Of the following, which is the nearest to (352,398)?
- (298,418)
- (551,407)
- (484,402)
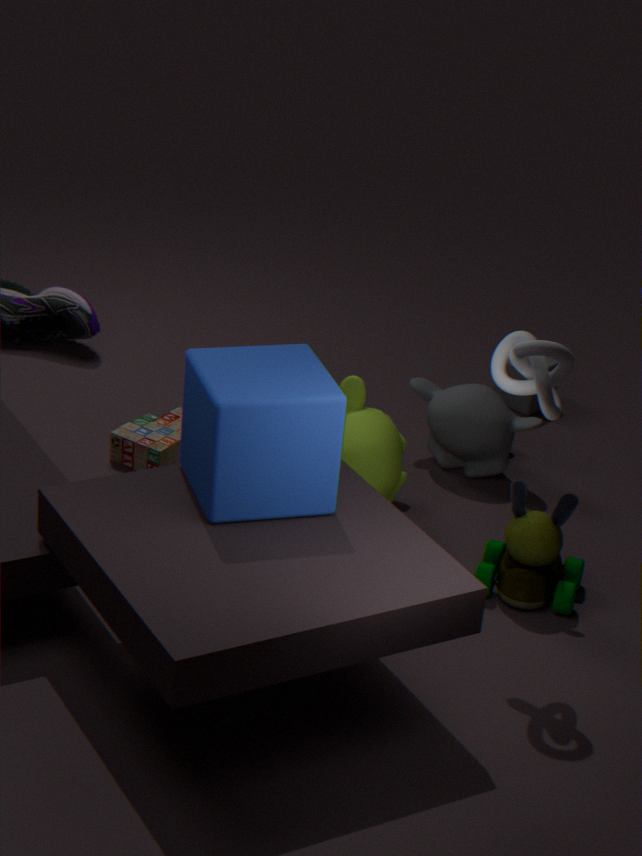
(484,402)
